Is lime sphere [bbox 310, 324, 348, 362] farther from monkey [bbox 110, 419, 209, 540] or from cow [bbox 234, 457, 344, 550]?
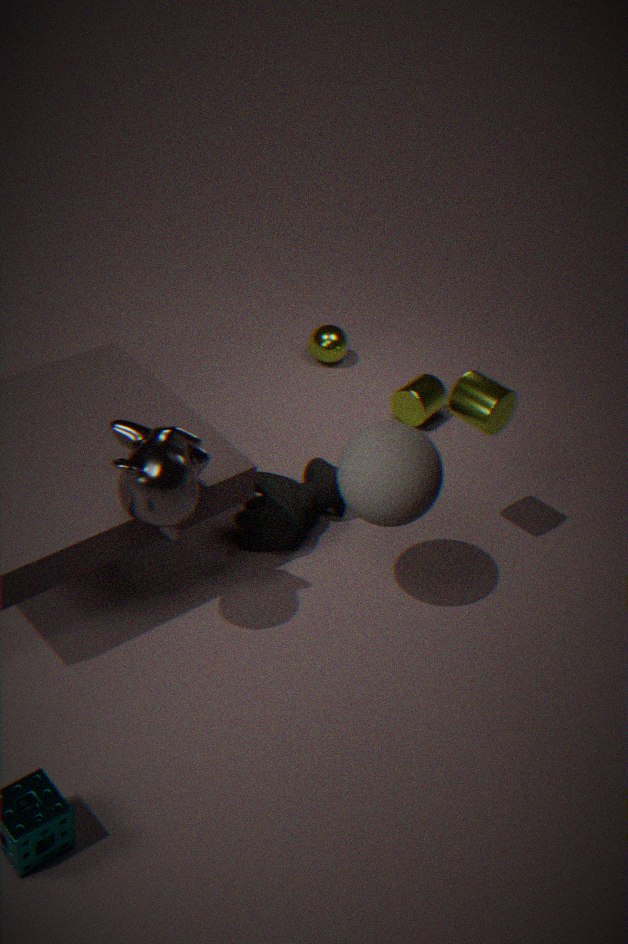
monkey [bbox 110, 419, 209, 540]
